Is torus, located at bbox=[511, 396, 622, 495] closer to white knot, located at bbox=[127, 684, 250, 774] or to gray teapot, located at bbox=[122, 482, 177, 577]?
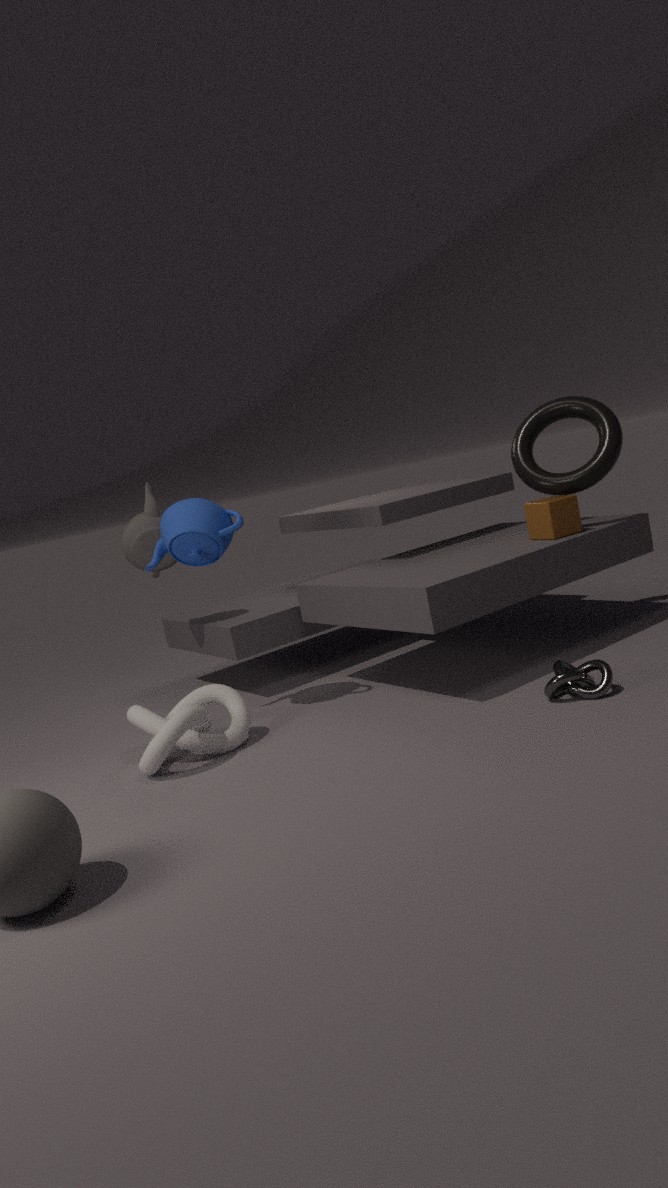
gray teapot, located at bbox=[122, 482, 177, 577]
